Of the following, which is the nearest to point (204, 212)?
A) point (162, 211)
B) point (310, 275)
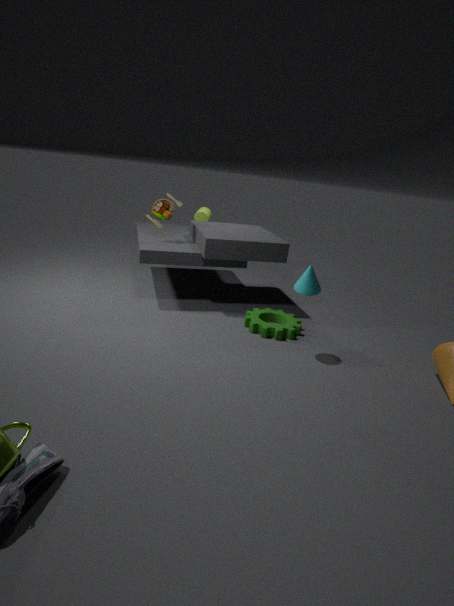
point (162, 211)
